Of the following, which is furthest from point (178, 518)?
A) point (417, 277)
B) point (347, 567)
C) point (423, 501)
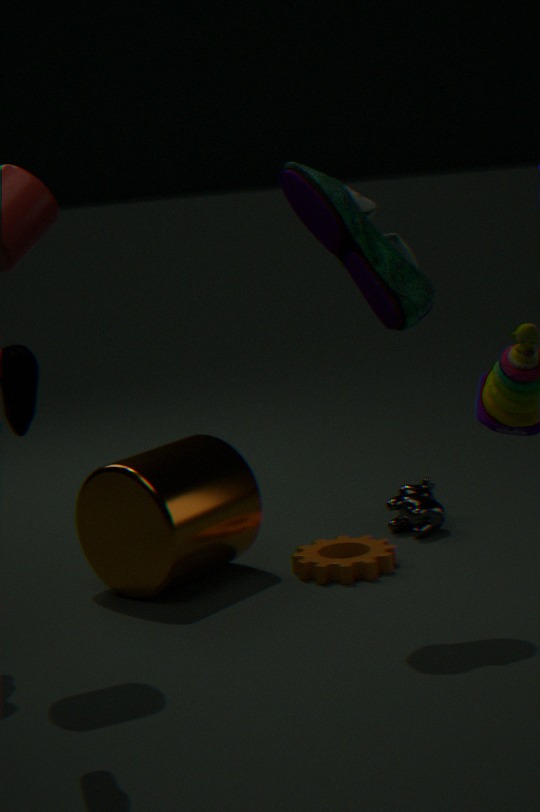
point (417, 277)
